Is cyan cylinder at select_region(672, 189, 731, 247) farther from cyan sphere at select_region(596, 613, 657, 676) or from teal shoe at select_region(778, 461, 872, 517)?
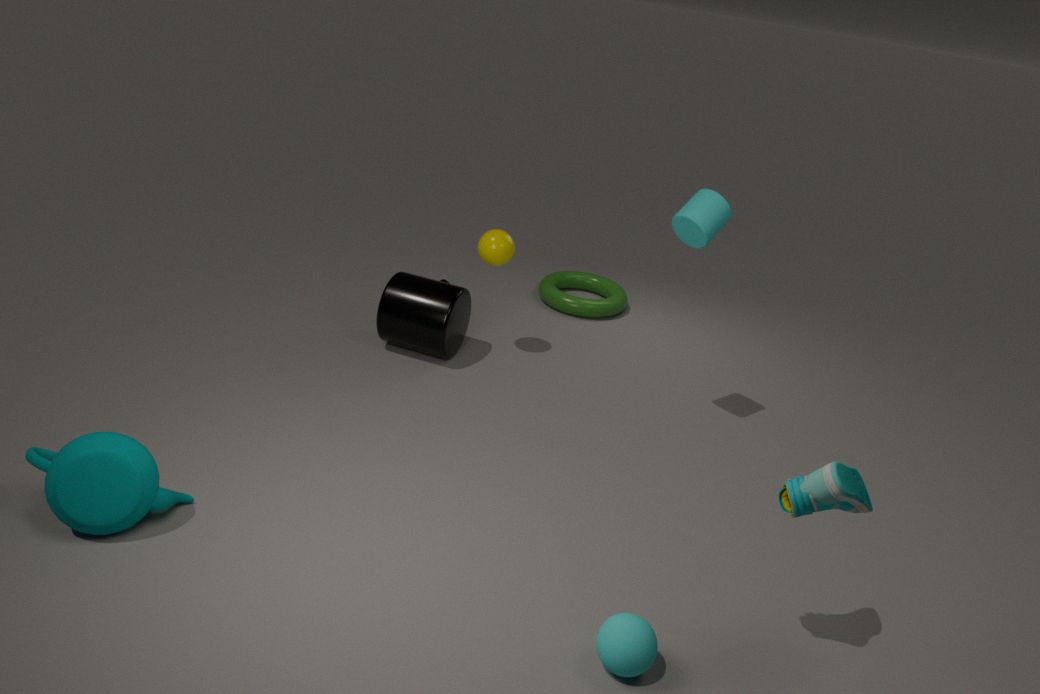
cyan sphere at select_region(596, 613, 657, 676)
